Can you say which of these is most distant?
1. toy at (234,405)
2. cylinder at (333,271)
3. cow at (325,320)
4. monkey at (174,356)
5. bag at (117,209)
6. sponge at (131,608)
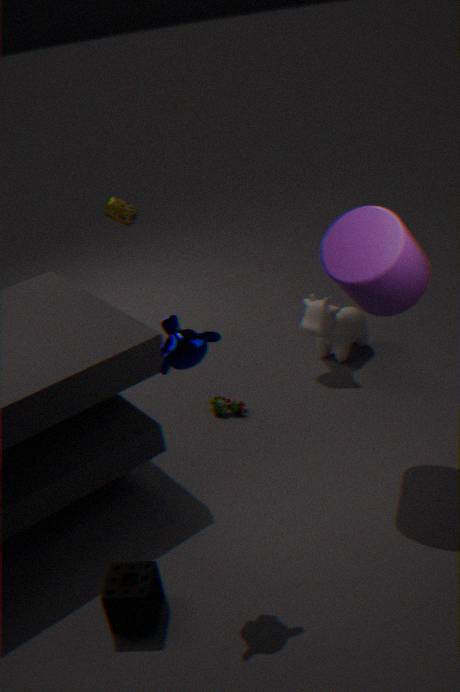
bag at (117,209)
